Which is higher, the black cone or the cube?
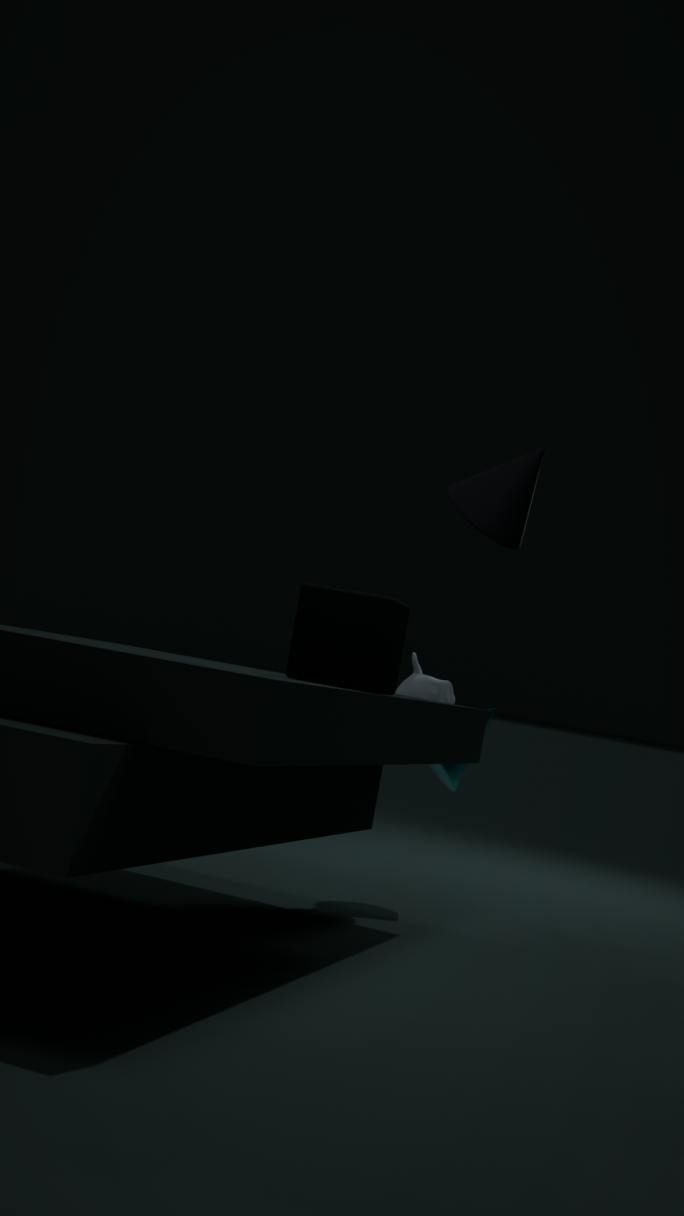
the black cone
